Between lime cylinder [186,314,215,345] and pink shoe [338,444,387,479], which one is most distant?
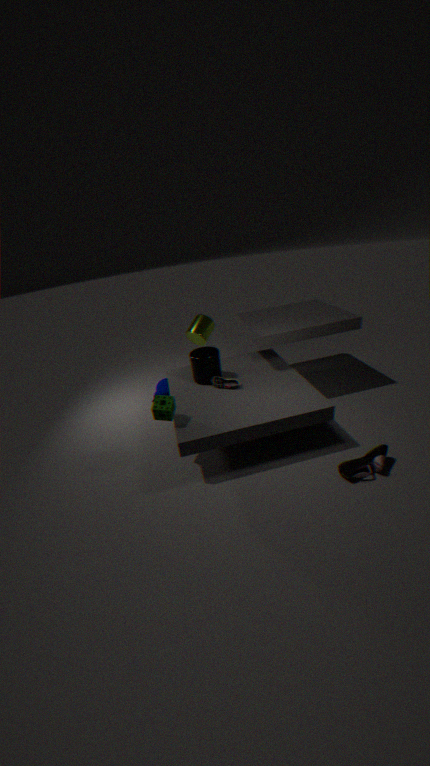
lime cylinder [186,314,215,345]
